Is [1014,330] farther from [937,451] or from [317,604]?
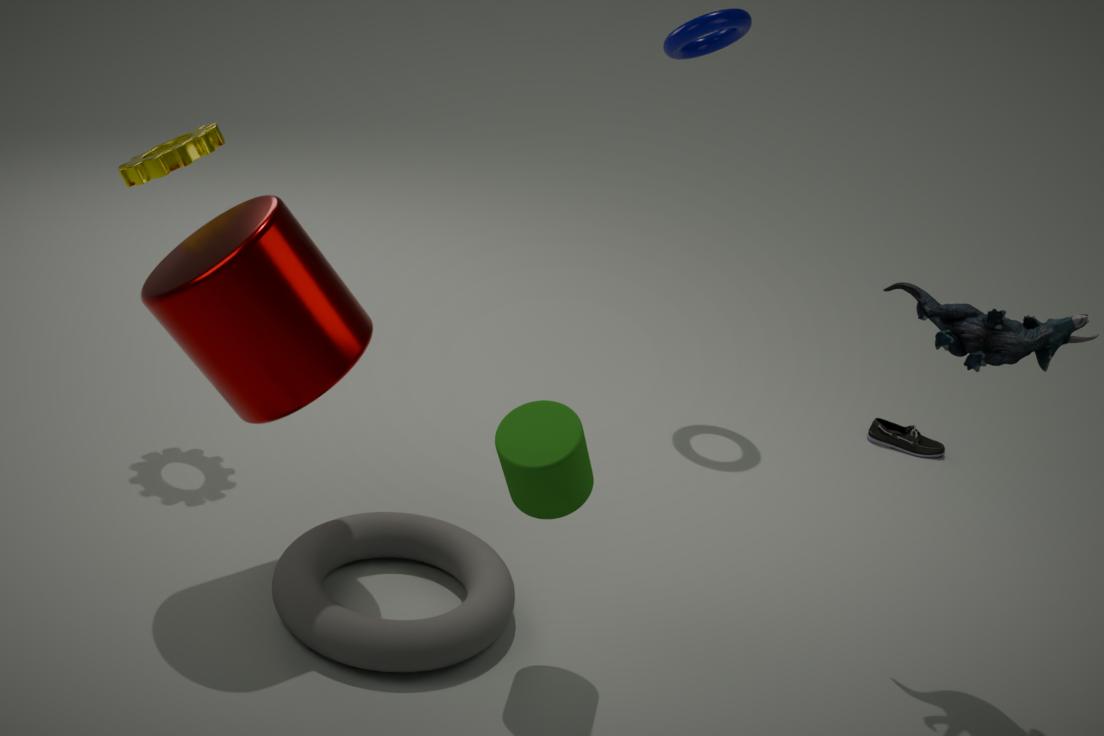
[317,604]
